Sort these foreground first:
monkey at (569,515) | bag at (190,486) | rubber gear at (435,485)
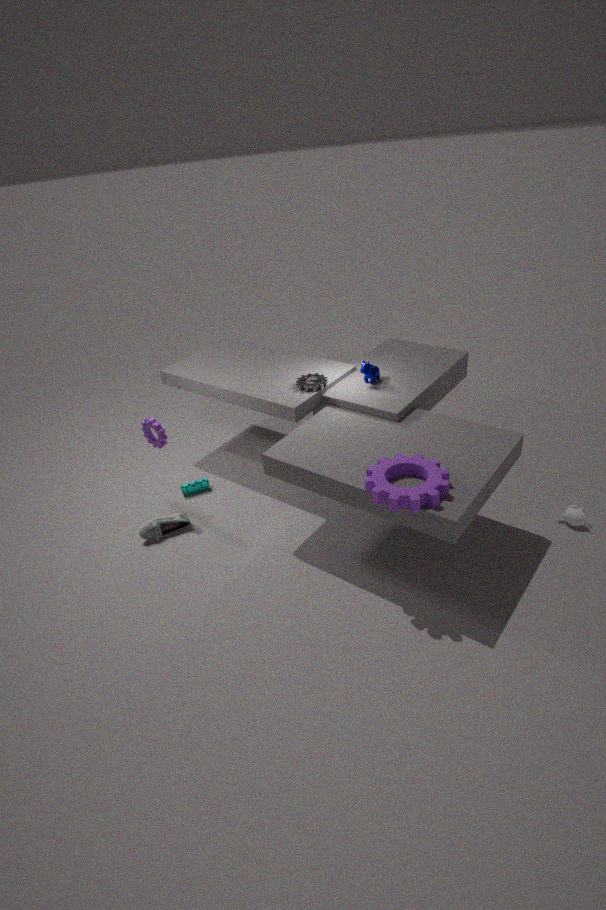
rubber gear at (435,485)
monkey at (569,515)
bag at (190,486)
